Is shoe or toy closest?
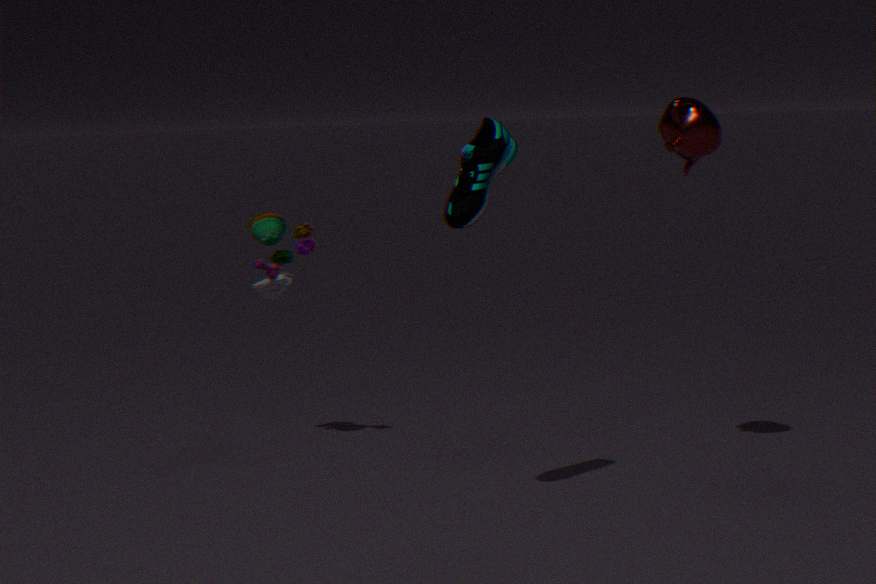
shoe
